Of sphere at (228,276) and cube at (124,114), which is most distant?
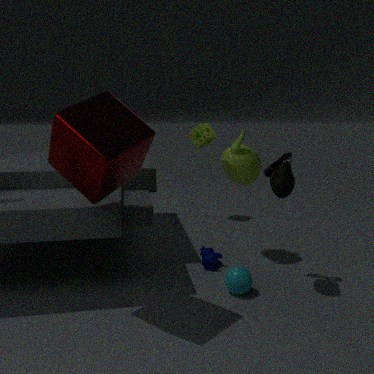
sphere at (228,276)
